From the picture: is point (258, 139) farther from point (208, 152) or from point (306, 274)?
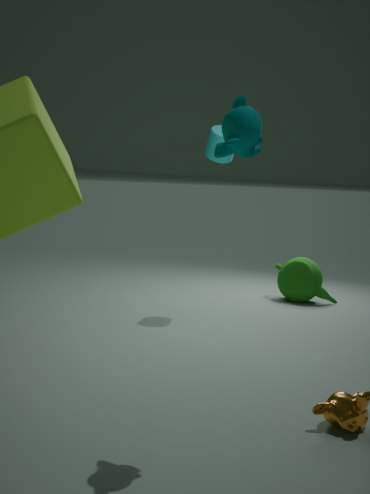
point (306, 274)
